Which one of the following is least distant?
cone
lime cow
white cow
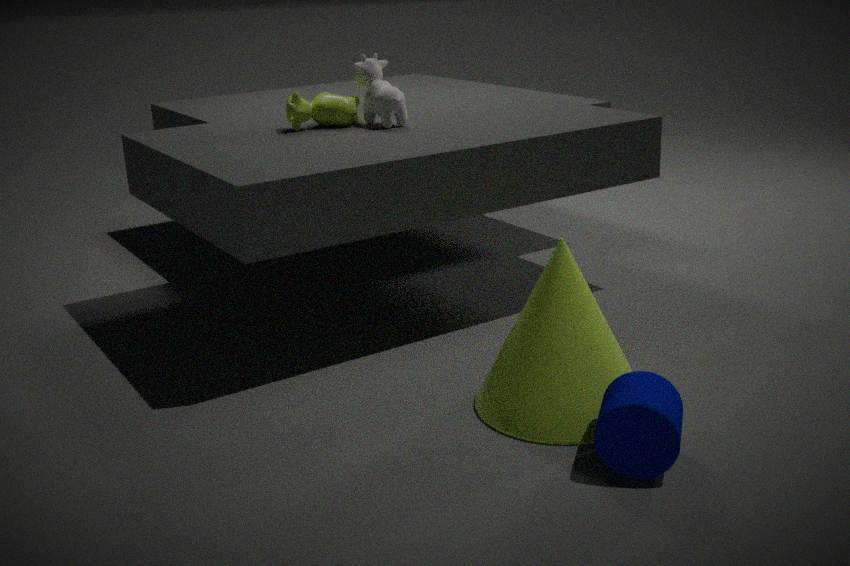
cone
